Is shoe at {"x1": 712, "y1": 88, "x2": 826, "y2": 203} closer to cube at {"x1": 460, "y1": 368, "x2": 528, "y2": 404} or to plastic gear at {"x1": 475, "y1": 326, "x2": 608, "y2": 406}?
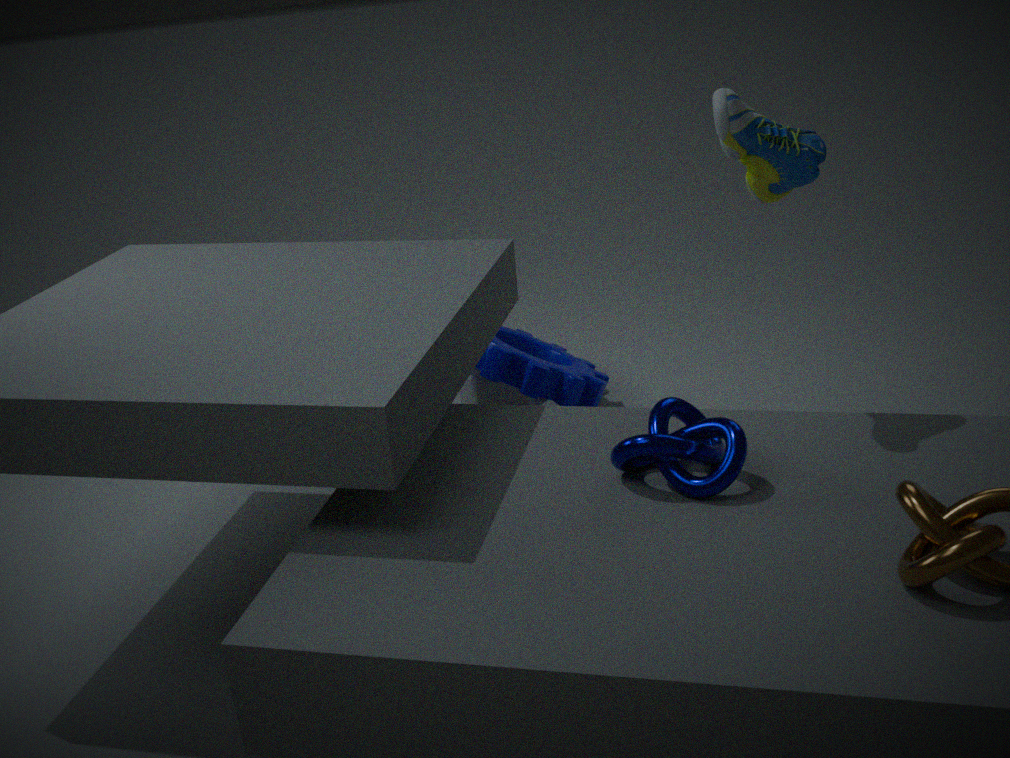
plastic gear at {"x1": 475, "y1": 326, "x2": 608, "y2": 406}
